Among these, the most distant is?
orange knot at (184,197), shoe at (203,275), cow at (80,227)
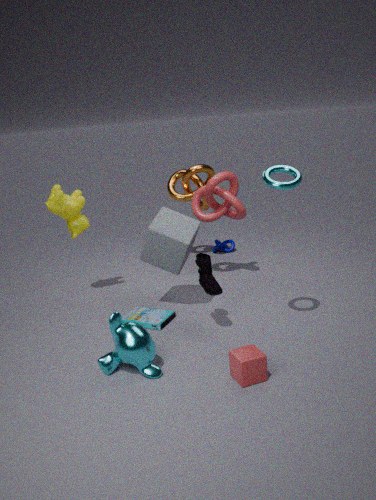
orange knot at (184,197)
